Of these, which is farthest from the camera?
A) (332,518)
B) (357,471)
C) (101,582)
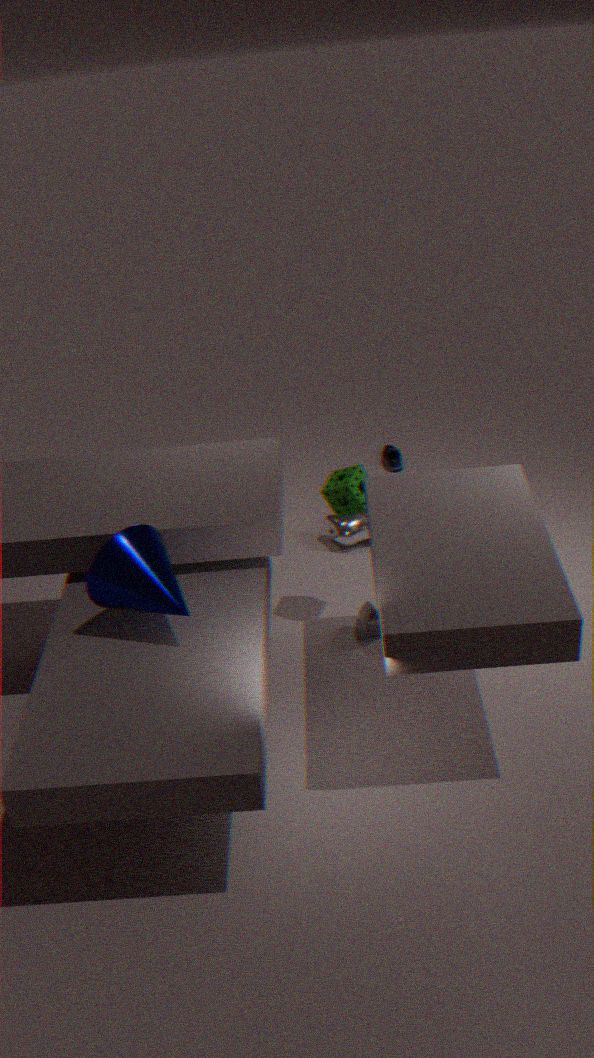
(332,518)
